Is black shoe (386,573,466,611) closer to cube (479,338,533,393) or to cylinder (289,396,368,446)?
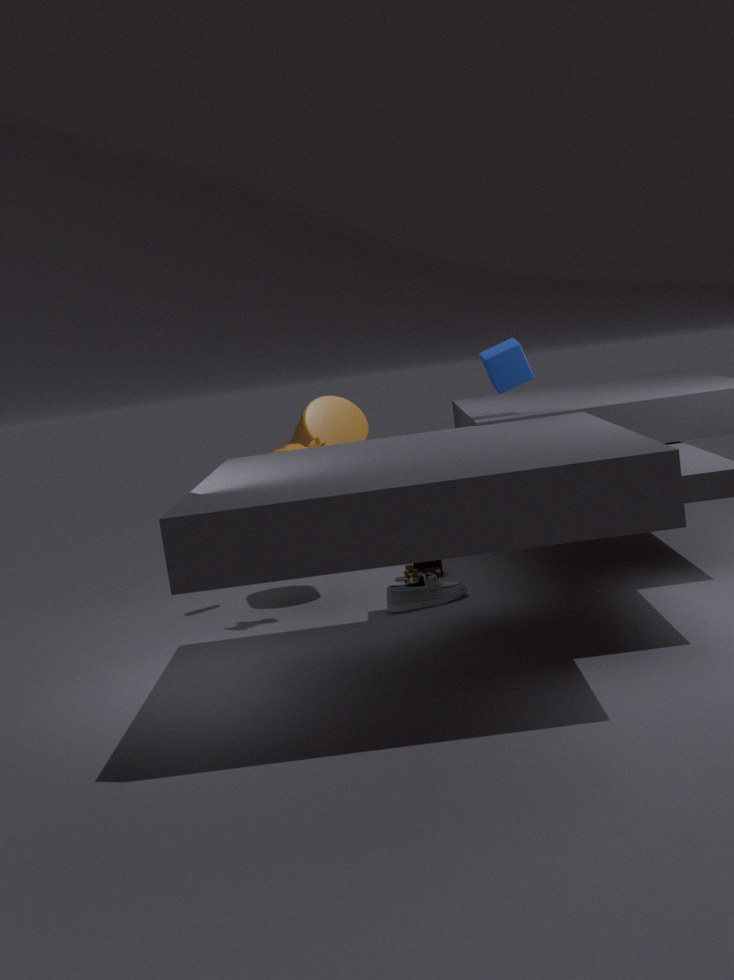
cylinder (289,396,368,446)
